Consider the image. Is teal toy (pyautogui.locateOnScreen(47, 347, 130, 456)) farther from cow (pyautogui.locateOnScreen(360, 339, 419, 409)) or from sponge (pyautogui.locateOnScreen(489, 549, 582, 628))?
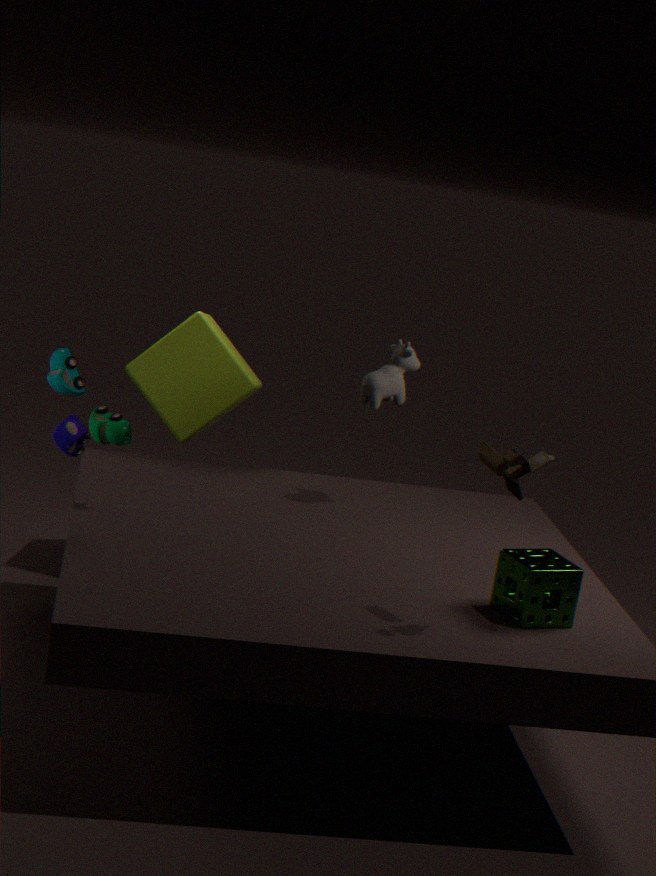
sponge (pyautogui.locateOnScreen(489, 549, 582, 628))
